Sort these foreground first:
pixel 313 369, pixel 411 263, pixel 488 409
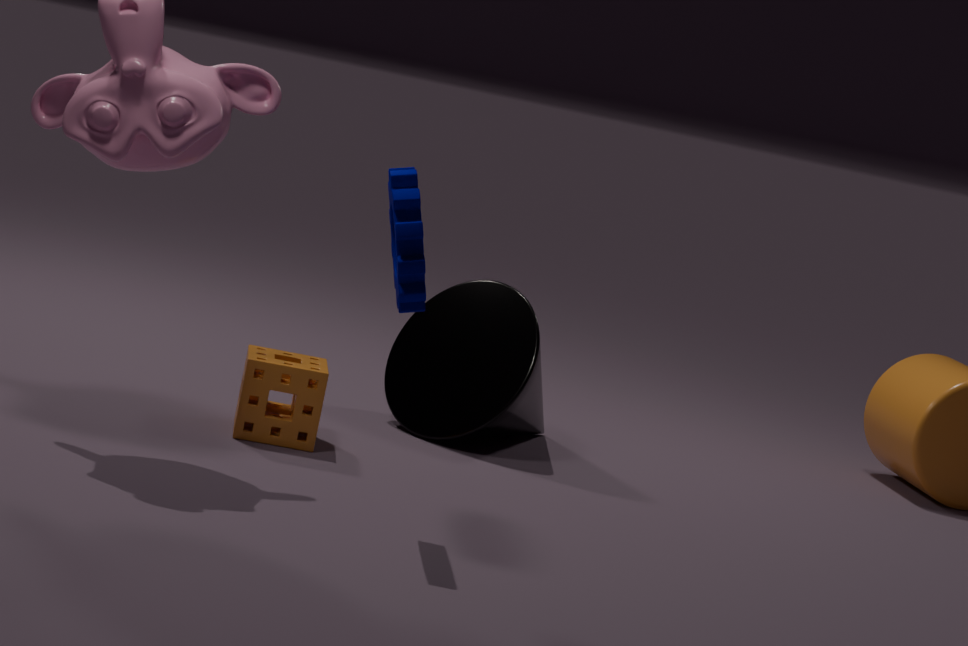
1. pixel 411 263
2. pixel 313 369
3. pixel 488 409
